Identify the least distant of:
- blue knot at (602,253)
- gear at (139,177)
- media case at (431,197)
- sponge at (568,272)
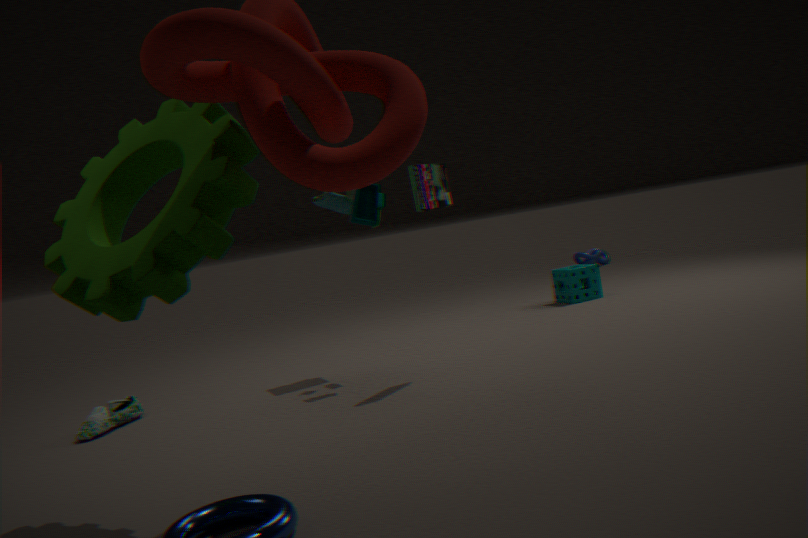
gear at (139,177)
